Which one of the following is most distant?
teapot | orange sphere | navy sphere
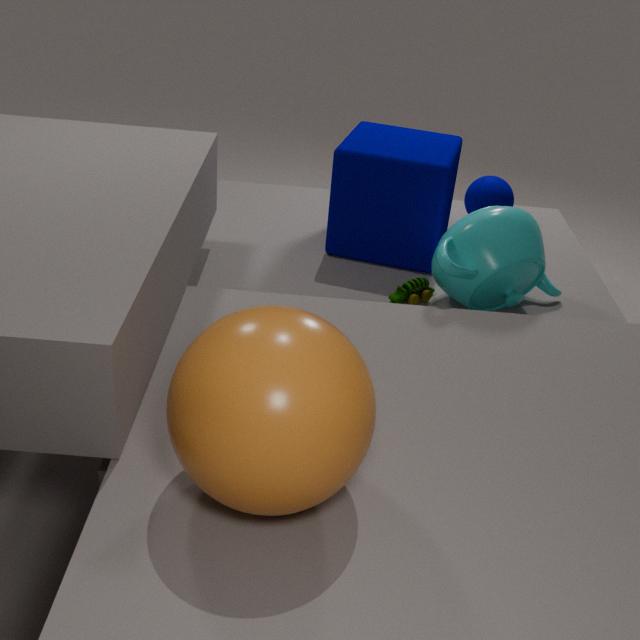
navy sphere
